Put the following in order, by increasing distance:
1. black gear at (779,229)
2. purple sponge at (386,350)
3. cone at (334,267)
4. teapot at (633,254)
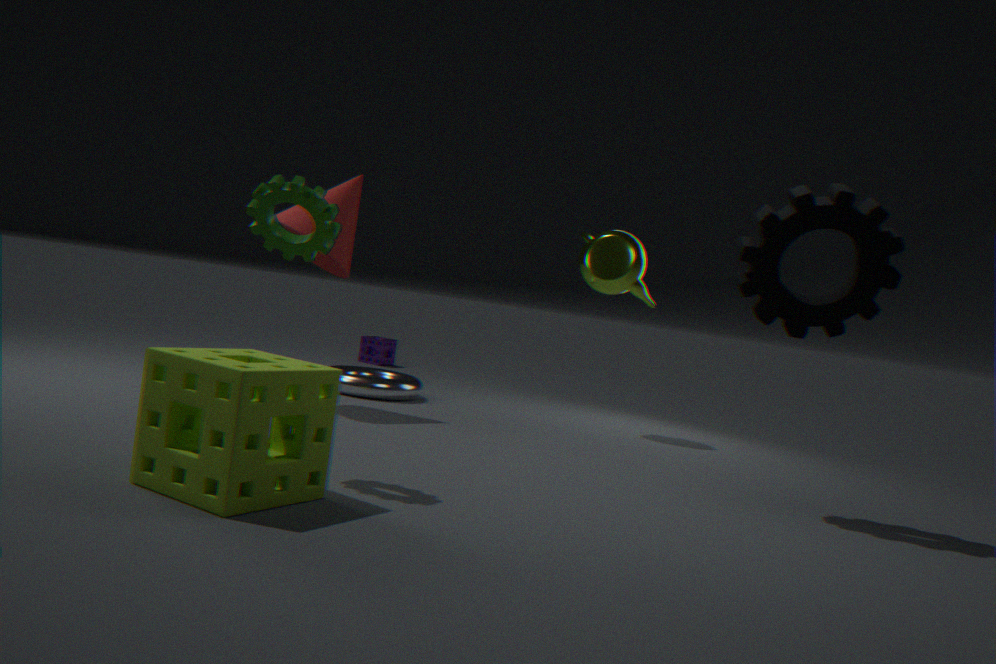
1. black gear at (779,229)
2. cone at (334,267)
3. teapot at (633,254)
4. purple sponge at (386,350)
